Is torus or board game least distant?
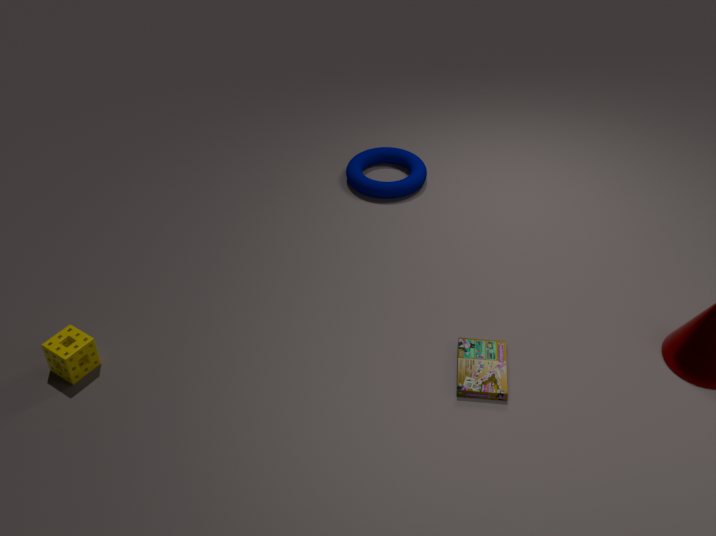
board game
